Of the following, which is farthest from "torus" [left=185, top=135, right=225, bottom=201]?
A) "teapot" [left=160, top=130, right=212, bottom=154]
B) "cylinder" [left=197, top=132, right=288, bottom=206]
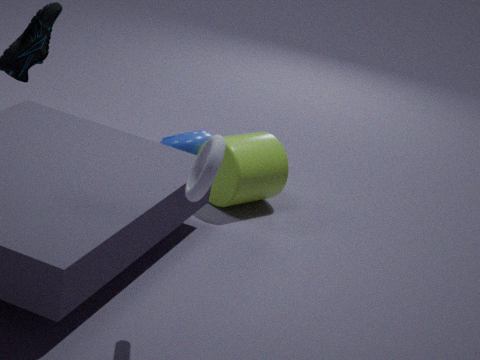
"teapot" [left=160, top=130, right=212, bottom=154]
